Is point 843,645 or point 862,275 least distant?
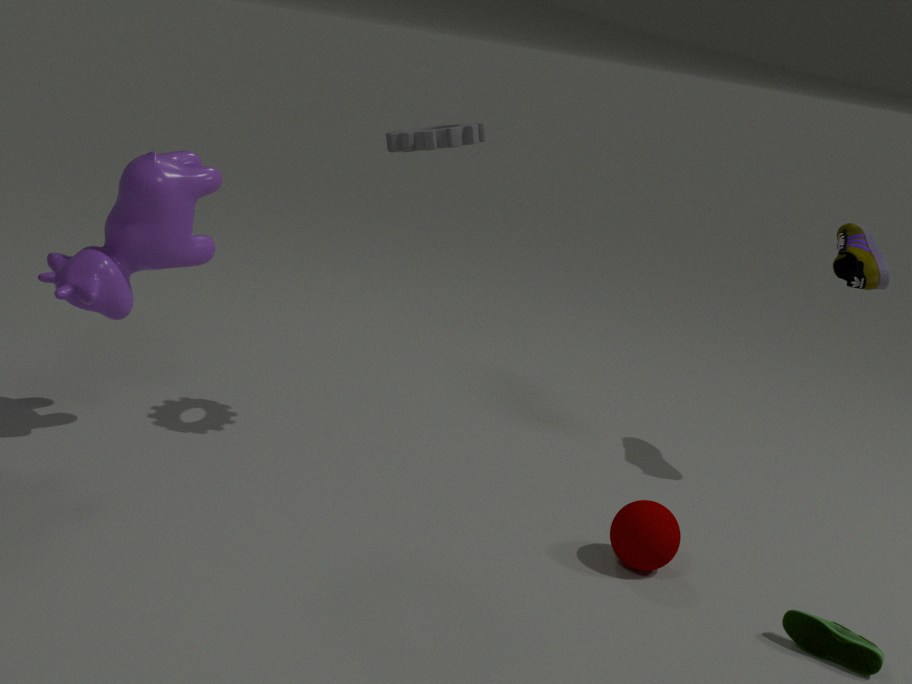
point 843,645
